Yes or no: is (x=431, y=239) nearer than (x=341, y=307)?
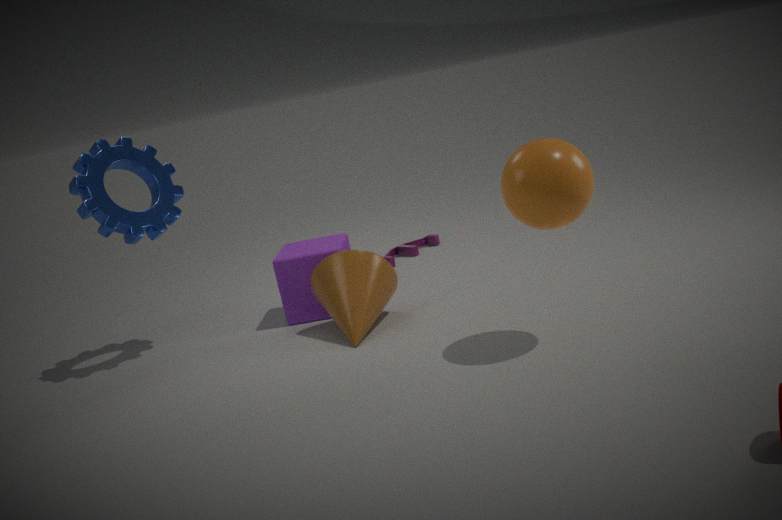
No
